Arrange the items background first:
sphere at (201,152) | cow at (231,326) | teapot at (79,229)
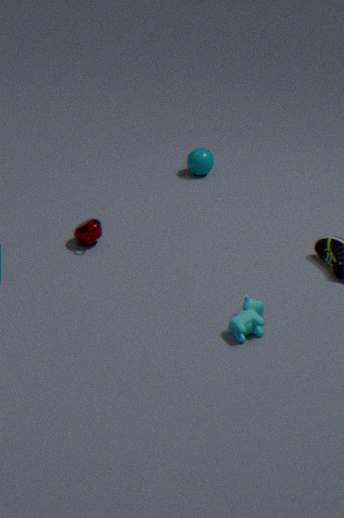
1. sphere at (201,152)
2. teapot at (79,229)
3. cow at (231,326)
